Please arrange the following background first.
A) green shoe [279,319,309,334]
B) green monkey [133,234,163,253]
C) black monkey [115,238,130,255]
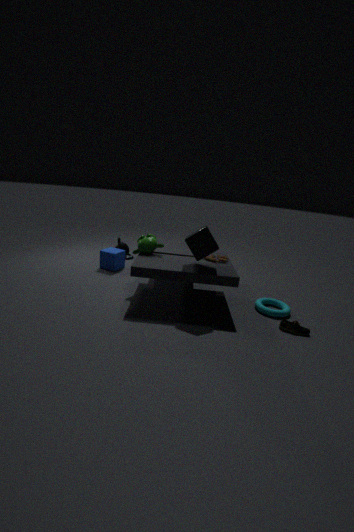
black monkey [115,238,130,255] → green monkey [133,234,163,253] → green shoe [279,319,309,334]
